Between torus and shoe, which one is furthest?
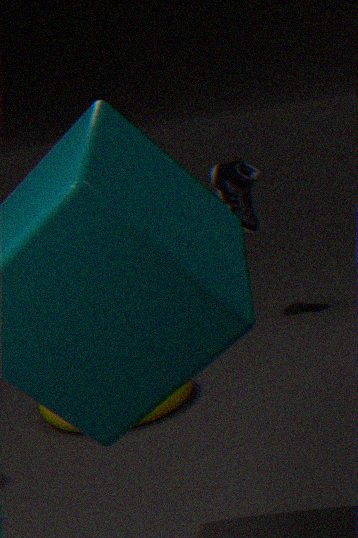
shoe
